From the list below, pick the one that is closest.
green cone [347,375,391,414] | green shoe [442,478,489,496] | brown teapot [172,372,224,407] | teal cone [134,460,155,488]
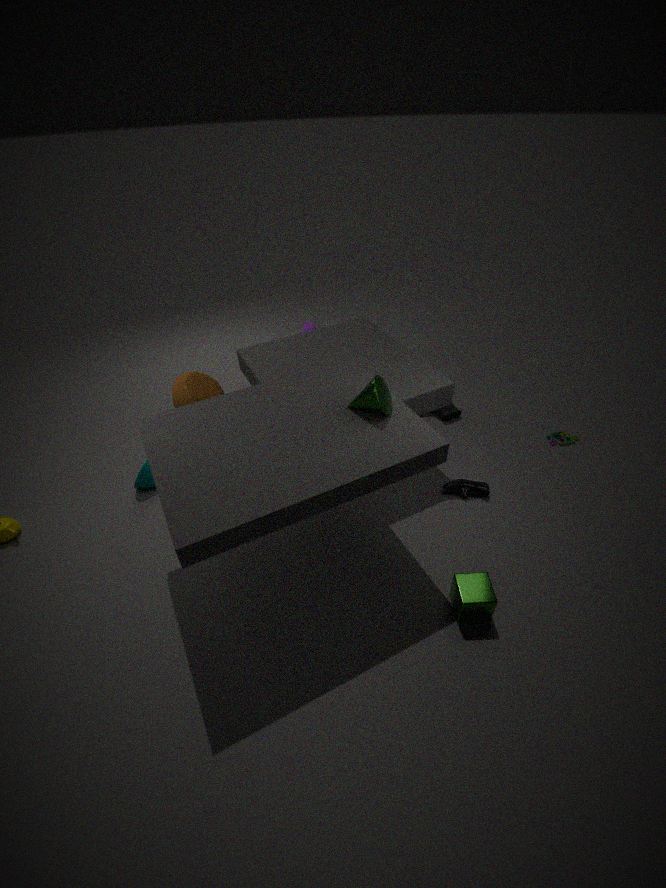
green cone [347,375,391,414]
